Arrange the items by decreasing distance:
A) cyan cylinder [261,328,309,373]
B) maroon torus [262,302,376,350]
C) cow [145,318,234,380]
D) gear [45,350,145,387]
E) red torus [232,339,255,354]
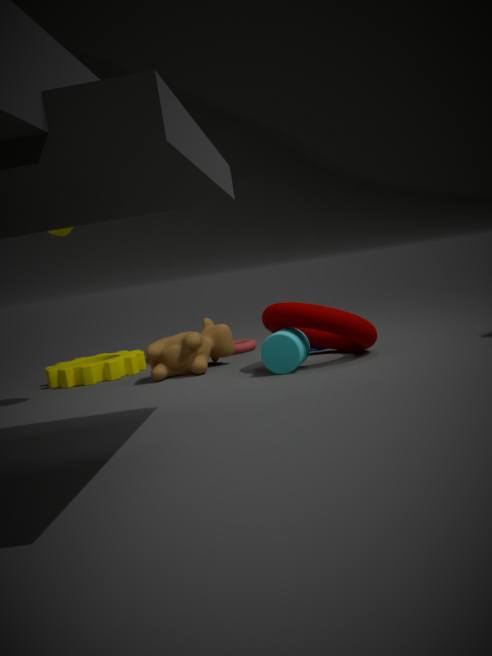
red torus [232,339,255,354] → gear [45,350,145,387] → cow [145,318,234,380] → maroon torus [262,302,376,350] → cyan cylinder [261,328,309,373]
